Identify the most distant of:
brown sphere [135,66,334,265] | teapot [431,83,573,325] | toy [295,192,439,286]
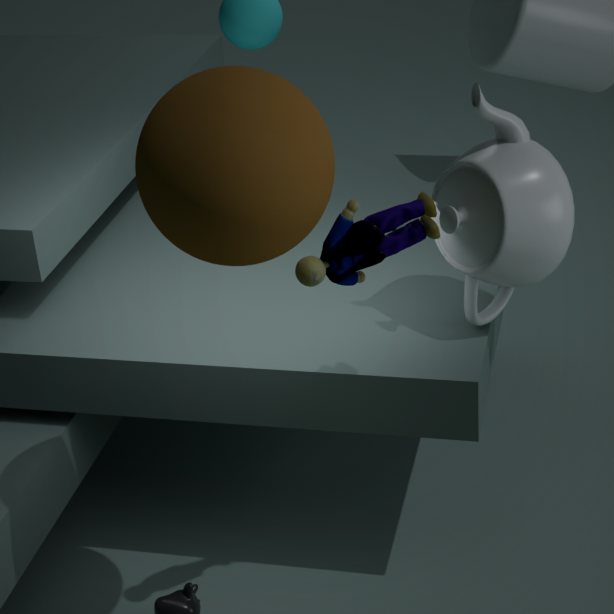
teapot [431,83,573,325]
